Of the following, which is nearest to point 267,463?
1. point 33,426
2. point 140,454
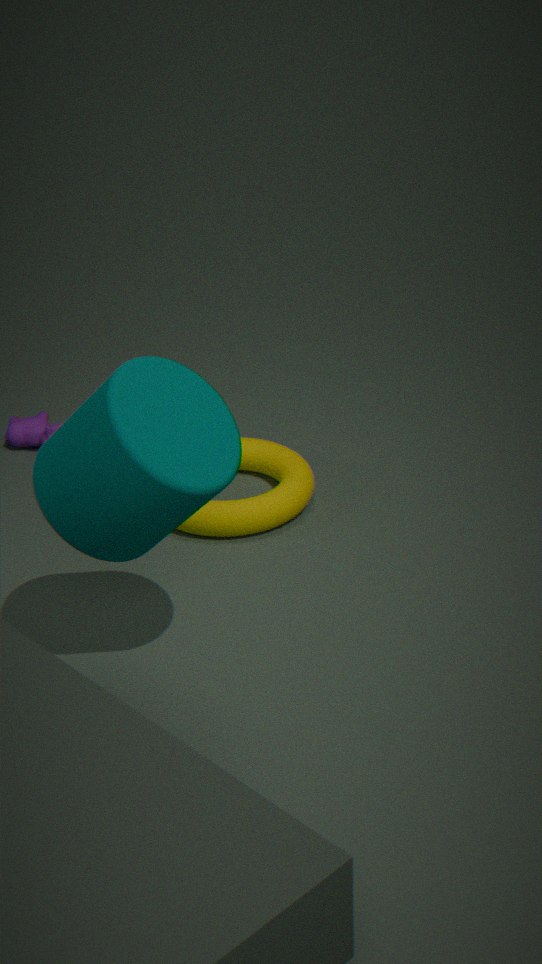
point 33,426
